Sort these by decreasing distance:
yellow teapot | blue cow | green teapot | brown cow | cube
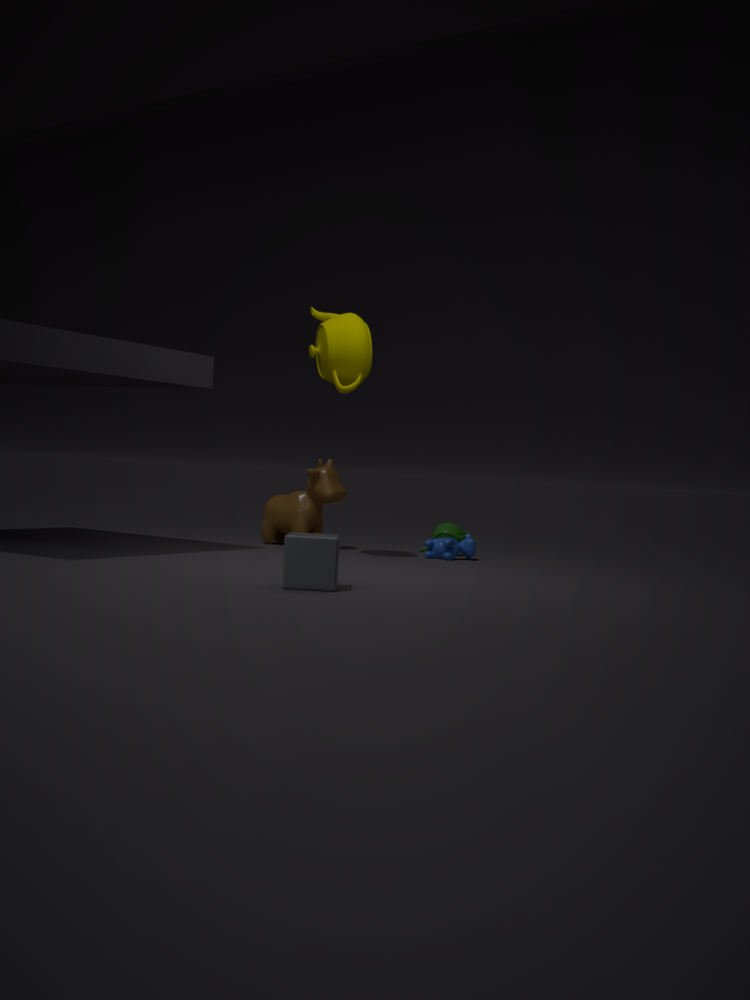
green teapot < brown cow < blue cow < yellow teapot < cube
